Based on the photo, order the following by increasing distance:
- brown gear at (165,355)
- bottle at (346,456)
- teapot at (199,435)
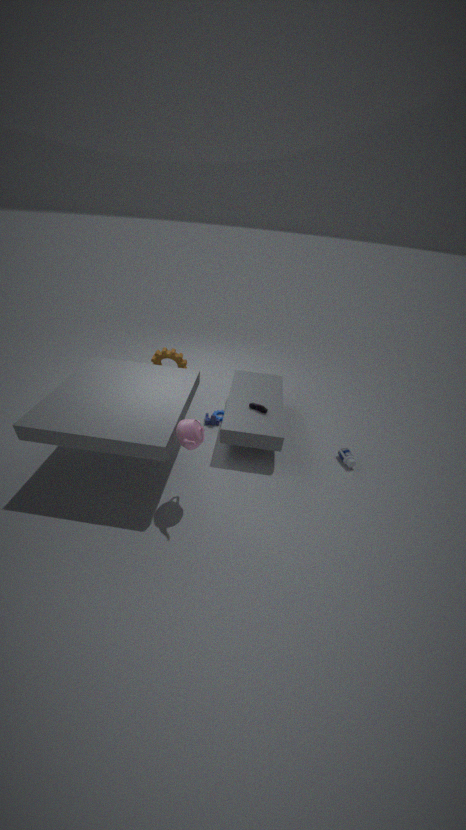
1. teapot at (199,435)
2. bottle at (346,456)
3. brown gear at (165,355)
